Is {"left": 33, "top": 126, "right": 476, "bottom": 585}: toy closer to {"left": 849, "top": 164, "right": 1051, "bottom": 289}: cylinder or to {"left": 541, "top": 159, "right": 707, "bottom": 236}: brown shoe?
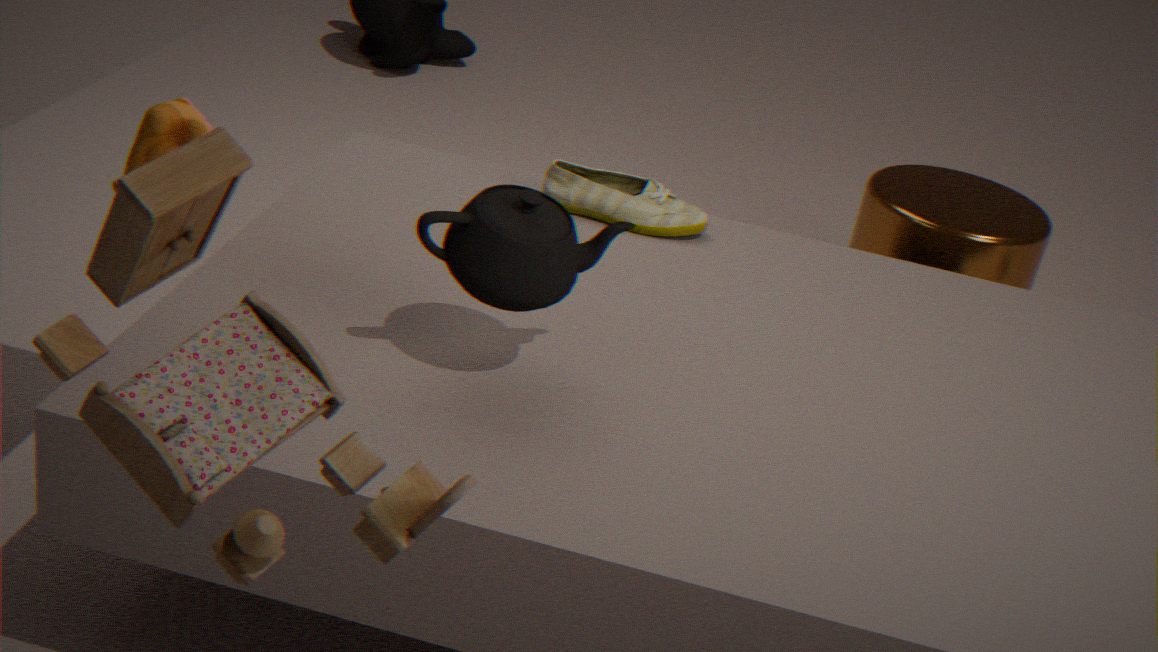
{"left": 541, "top": 159, "right": 707, "bottom": 236}: brown shoe
